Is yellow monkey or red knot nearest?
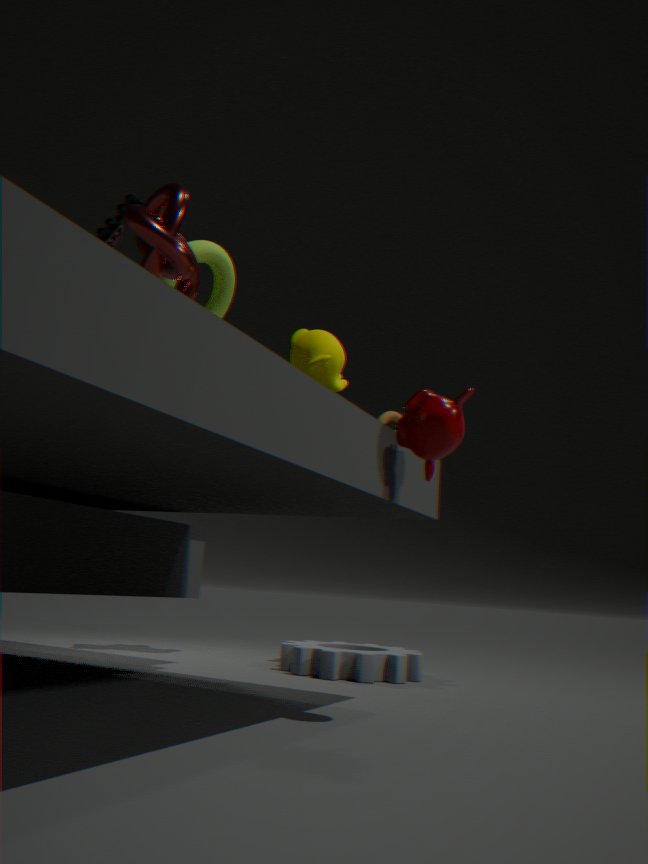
red knot
